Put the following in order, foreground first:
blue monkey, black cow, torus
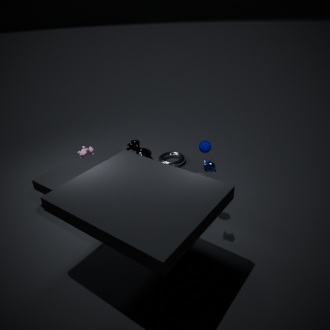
1. blue monkey
2. black cow
3. torus
